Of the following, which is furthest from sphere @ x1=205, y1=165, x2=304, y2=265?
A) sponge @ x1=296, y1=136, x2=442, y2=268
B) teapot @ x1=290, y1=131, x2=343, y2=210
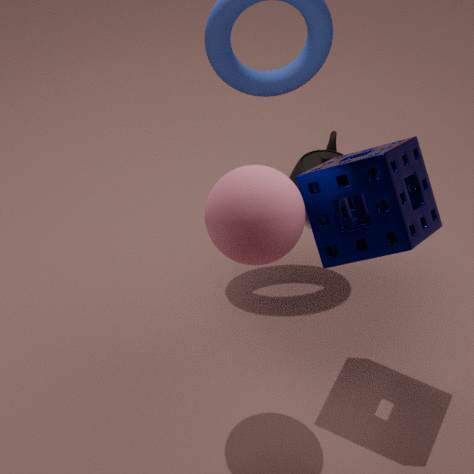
teapot @ x1=290, y1=131, x2=343, y2=210
